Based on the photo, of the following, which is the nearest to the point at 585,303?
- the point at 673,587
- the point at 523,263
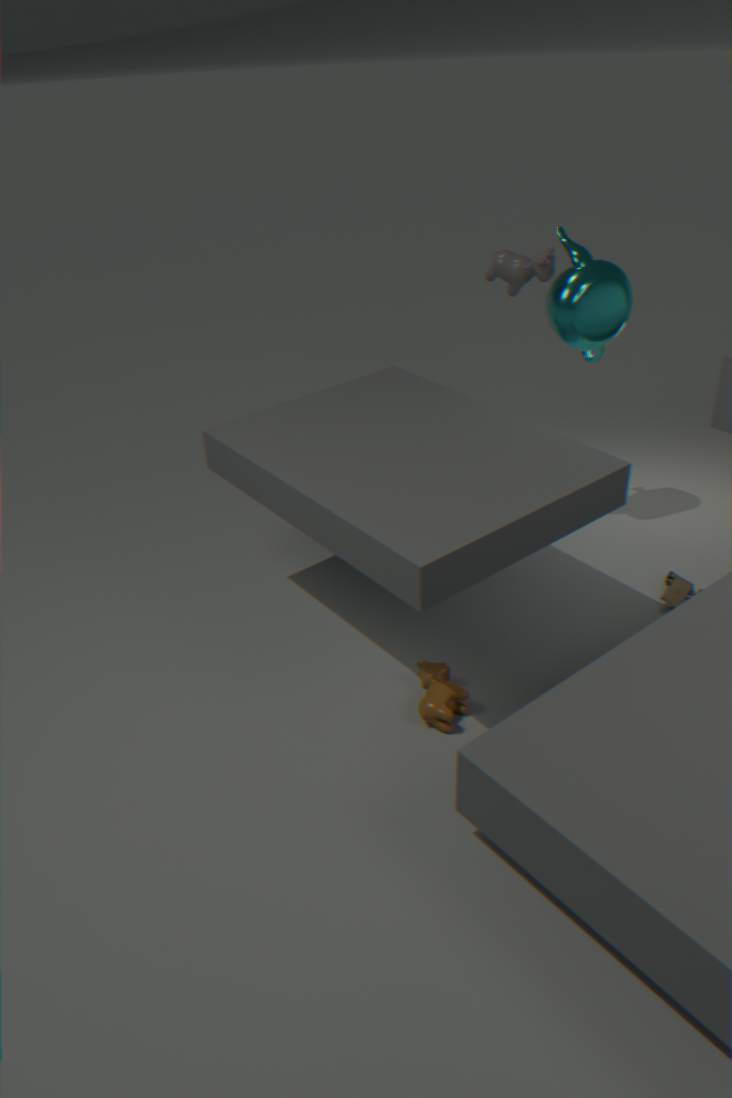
the point at 523,263
